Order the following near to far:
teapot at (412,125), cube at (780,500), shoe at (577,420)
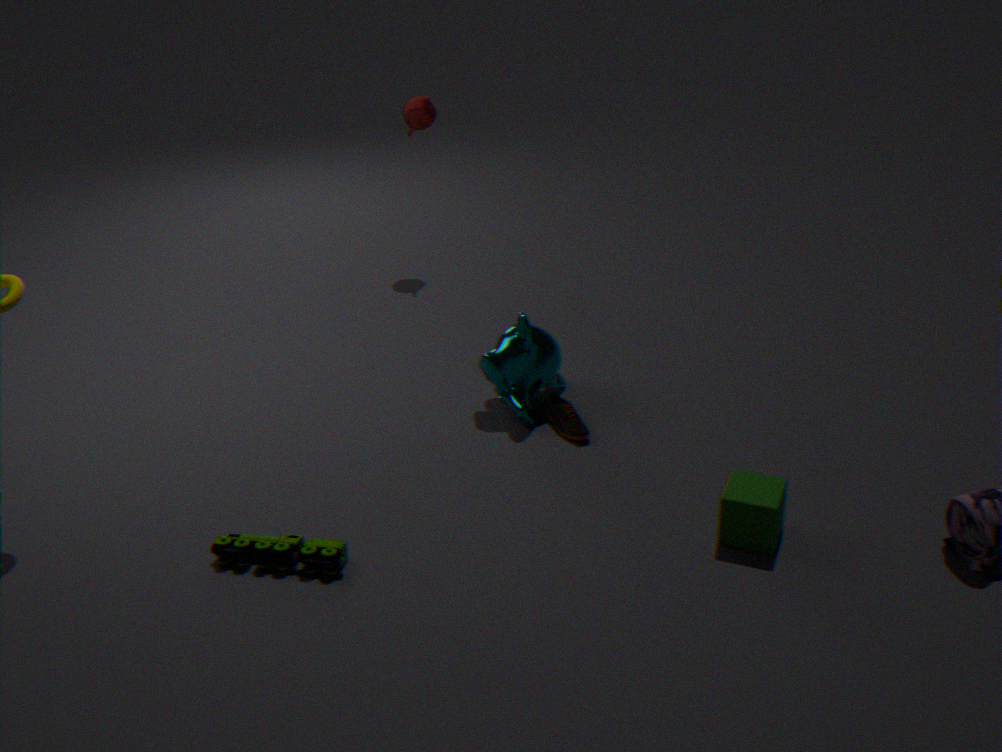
cube at (780,500) < shoe at (577,420) < teapot at (412,125)
